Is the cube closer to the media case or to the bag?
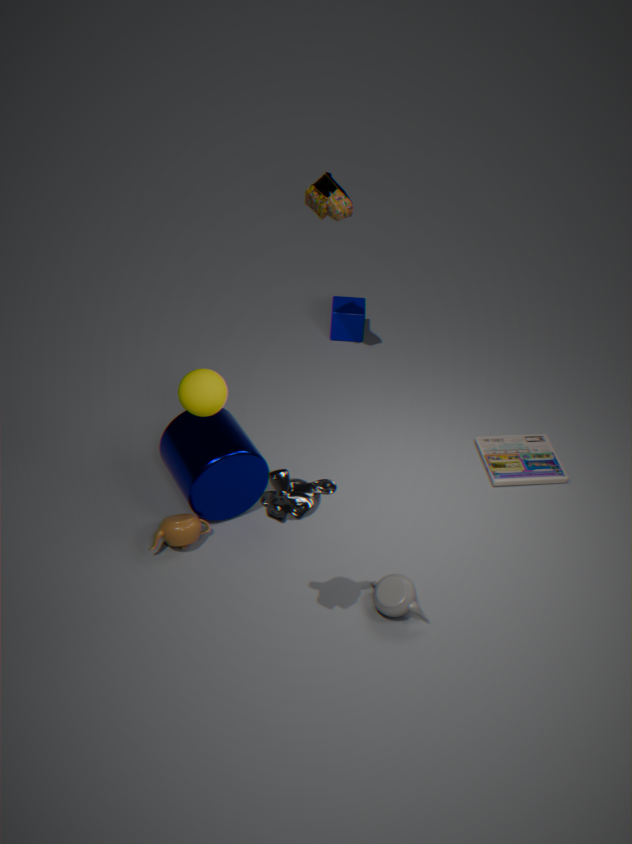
the bag
